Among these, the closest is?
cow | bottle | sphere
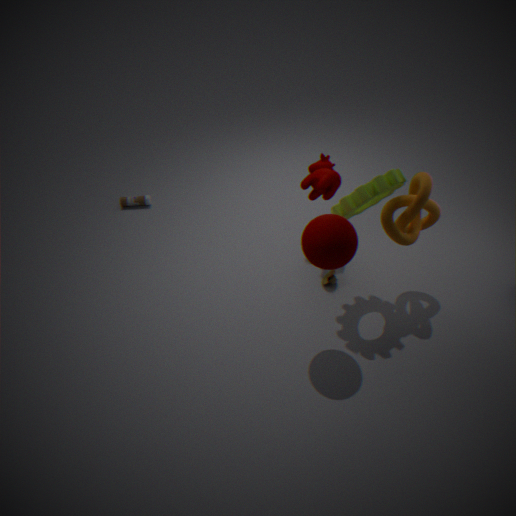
sphere
